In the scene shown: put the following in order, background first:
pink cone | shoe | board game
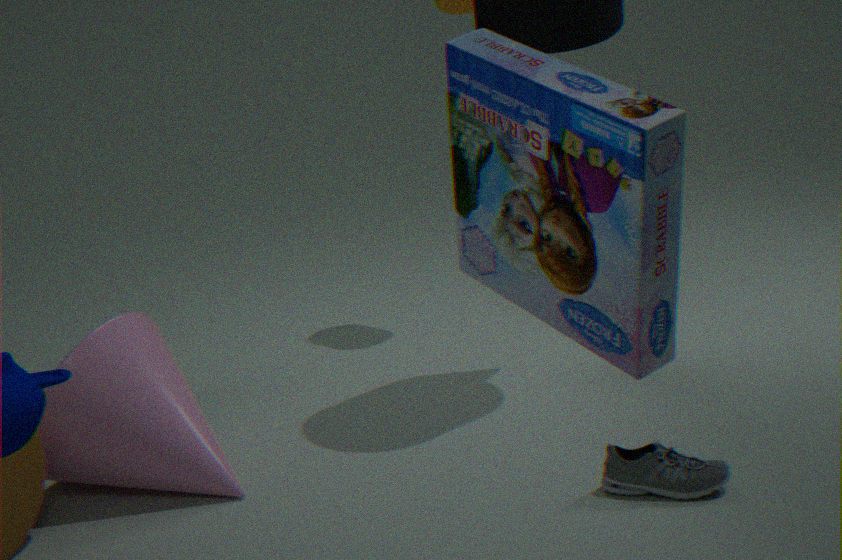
pink cone, shoe, board game
